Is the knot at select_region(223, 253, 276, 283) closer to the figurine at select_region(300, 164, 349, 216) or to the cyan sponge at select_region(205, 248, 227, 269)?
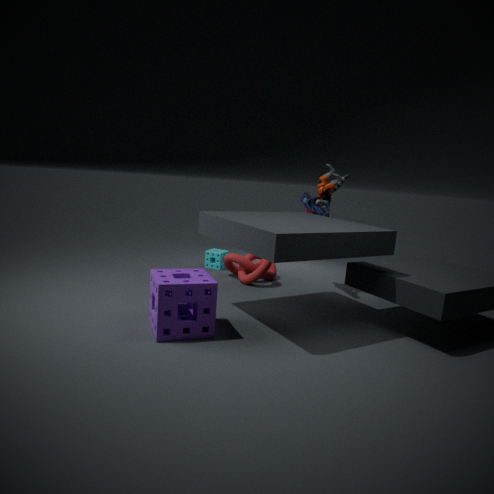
the cyan sponge at select_region(205, 248, 227, 269)
